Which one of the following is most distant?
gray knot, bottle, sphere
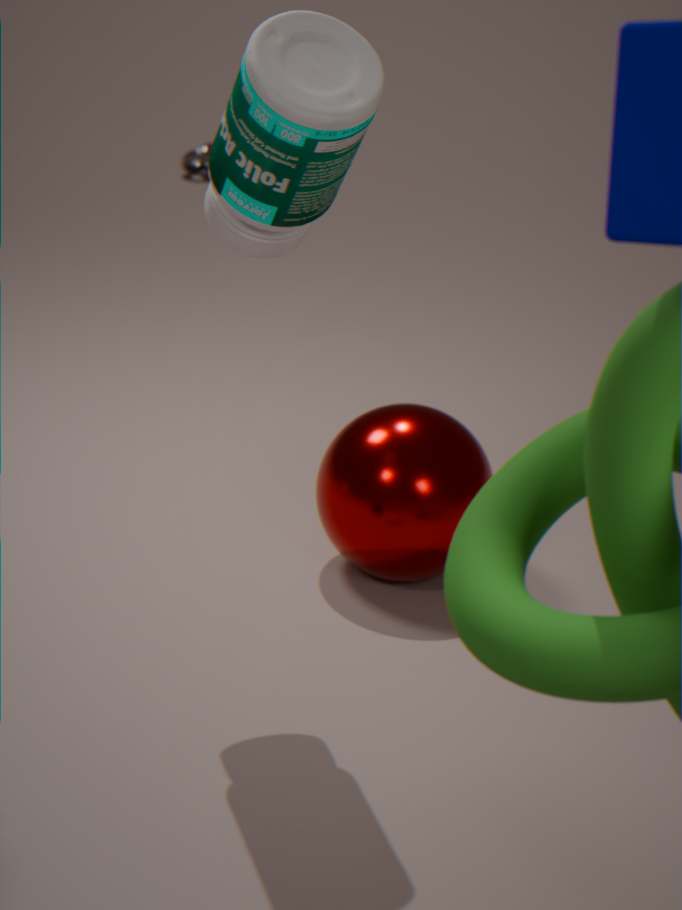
gray knot
